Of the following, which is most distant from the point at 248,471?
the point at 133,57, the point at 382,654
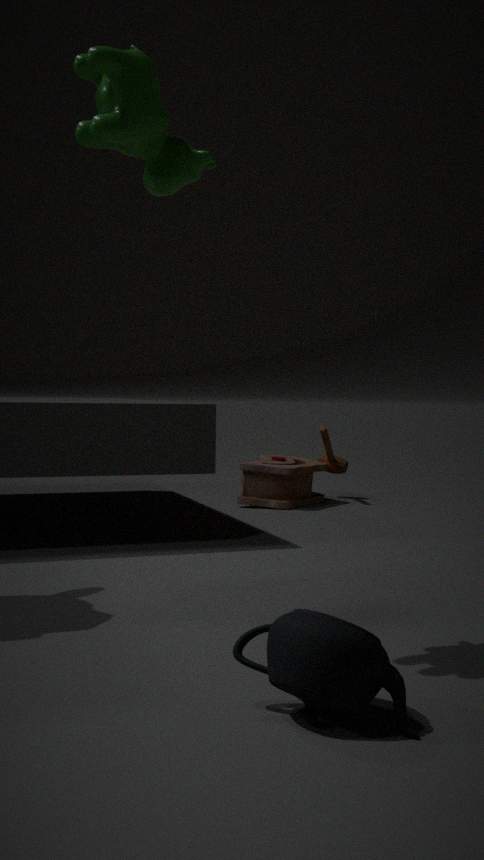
the point at 382,654
